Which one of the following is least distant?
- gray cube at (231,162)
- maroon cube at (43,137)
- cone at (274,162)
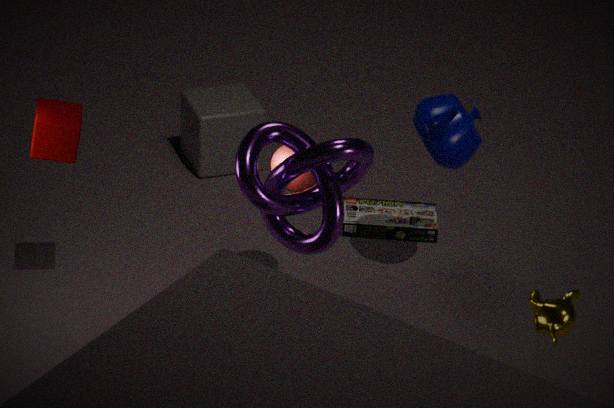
maroon cube at (43,137)
